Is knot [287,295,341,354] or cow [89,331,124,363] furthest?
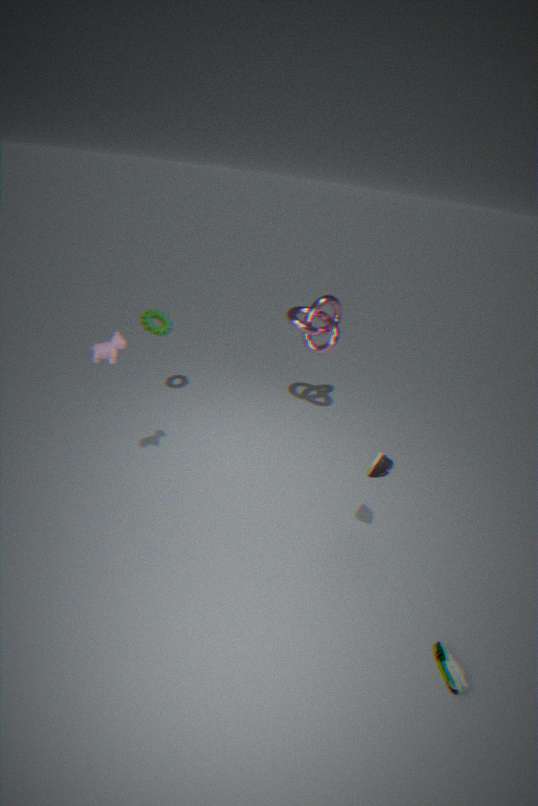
knot [287,295,341,354]
